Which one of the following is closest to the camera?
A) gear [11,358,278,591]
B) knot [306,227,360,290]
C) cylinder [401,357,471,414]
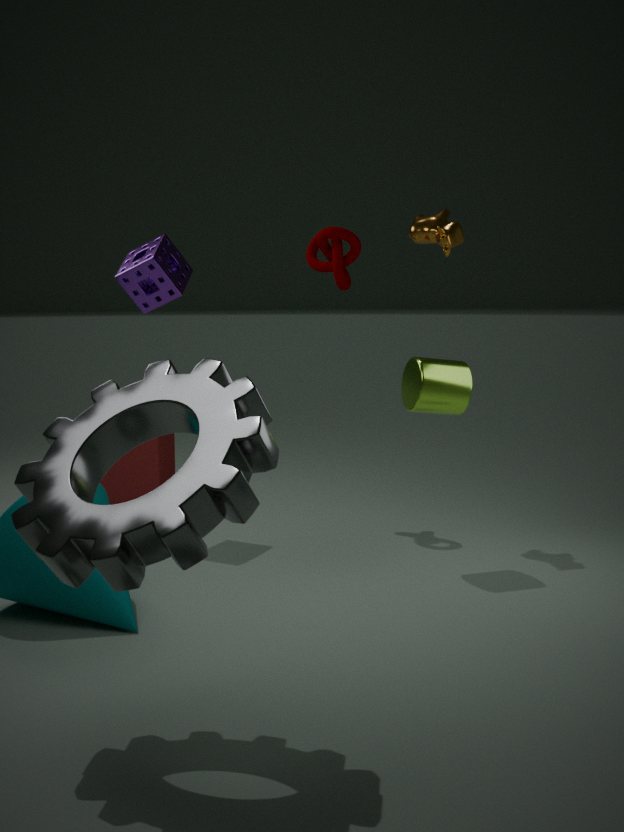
gear [11,358,278,591]
